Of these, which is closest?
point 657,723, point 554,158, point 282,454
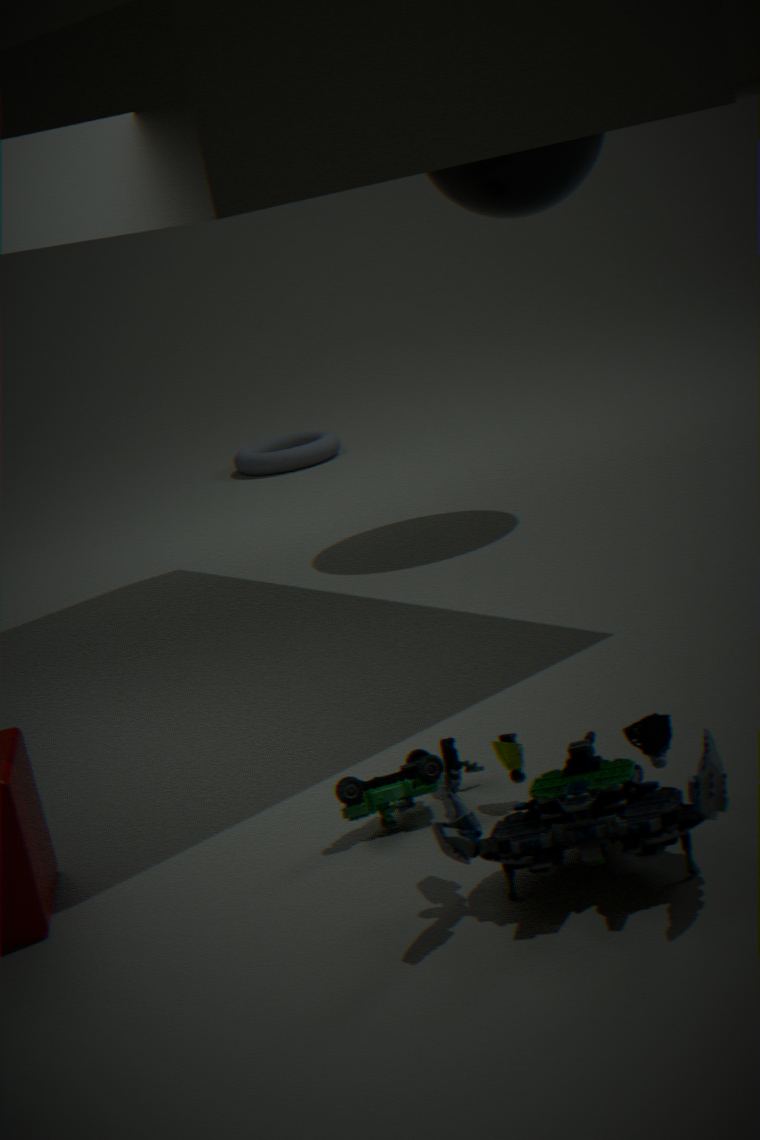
point 657,723
